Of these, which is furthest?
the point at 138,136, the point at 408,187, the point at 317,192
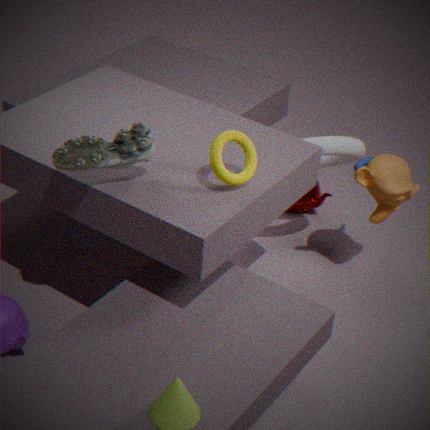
the point at 317,192
